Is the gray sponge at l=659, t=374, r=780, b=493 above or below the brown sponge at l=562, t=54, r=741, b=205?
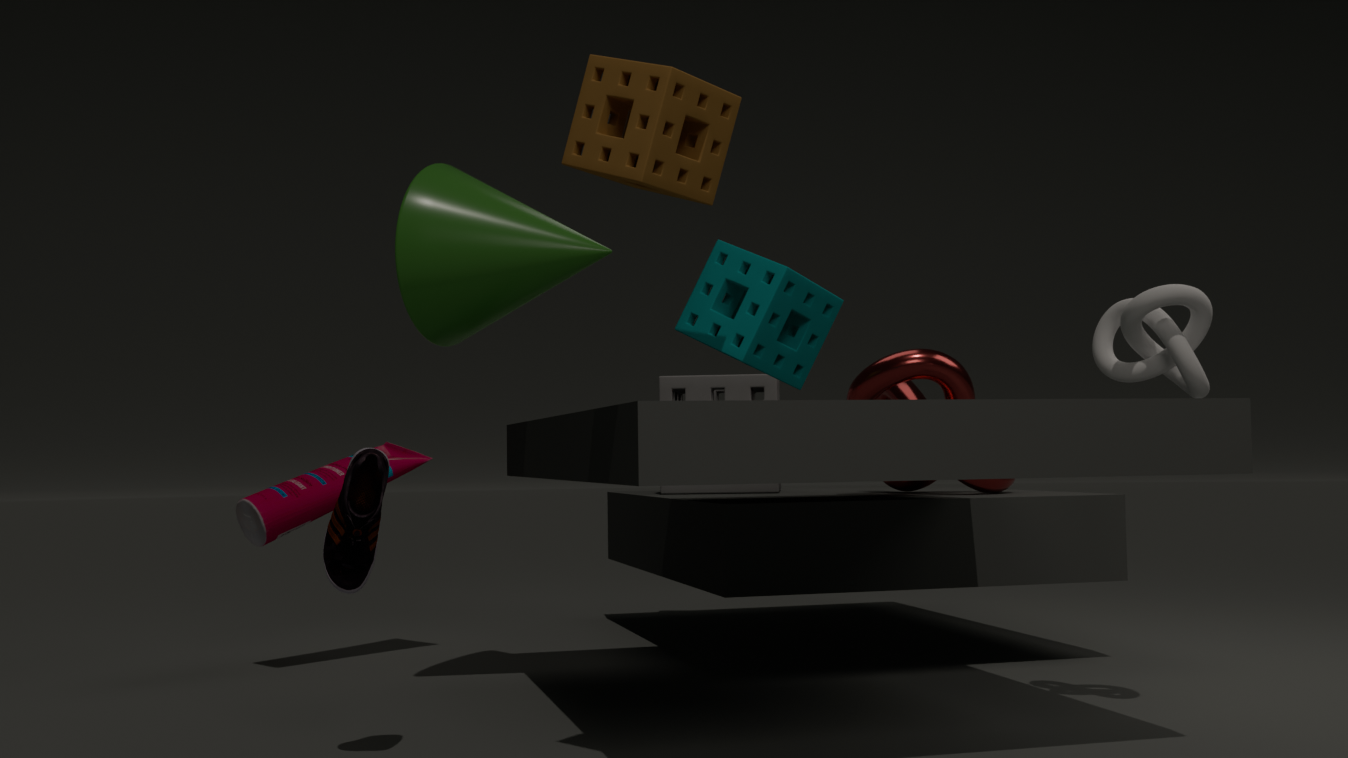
below
